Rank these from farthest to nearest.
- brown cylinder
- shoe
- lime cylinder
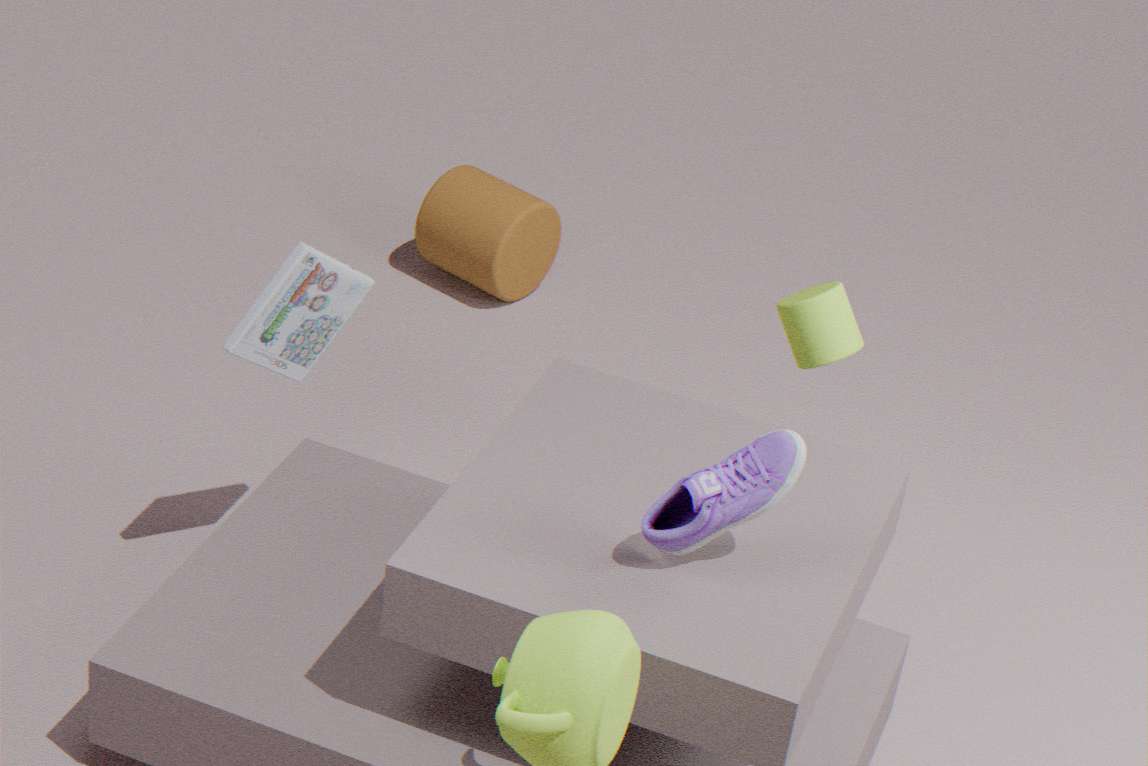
brown cylinder
lime cylinder
shoe
